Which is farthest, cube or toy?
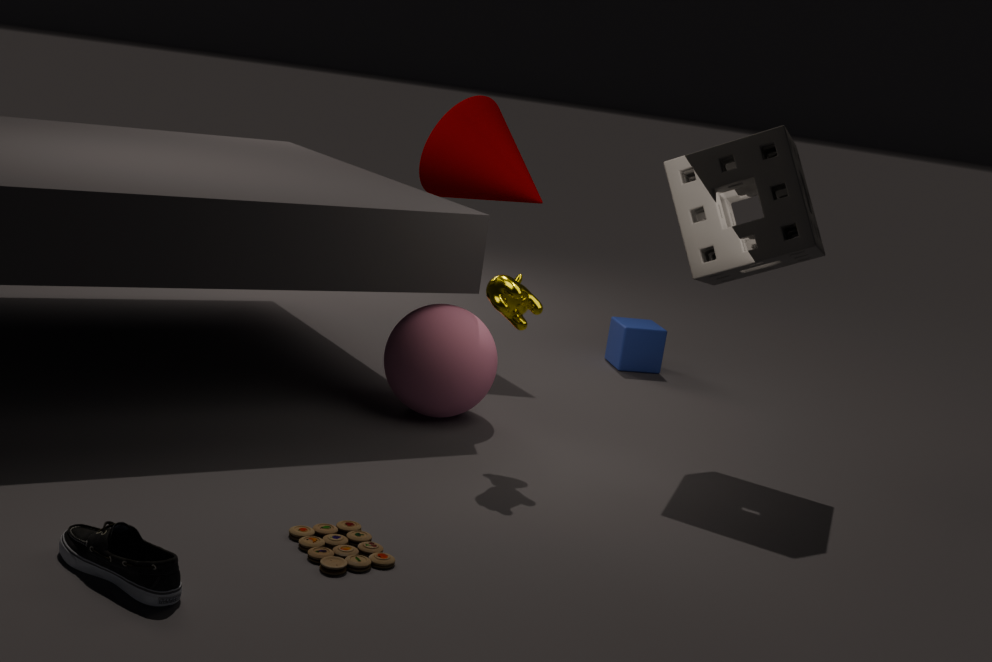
cube
